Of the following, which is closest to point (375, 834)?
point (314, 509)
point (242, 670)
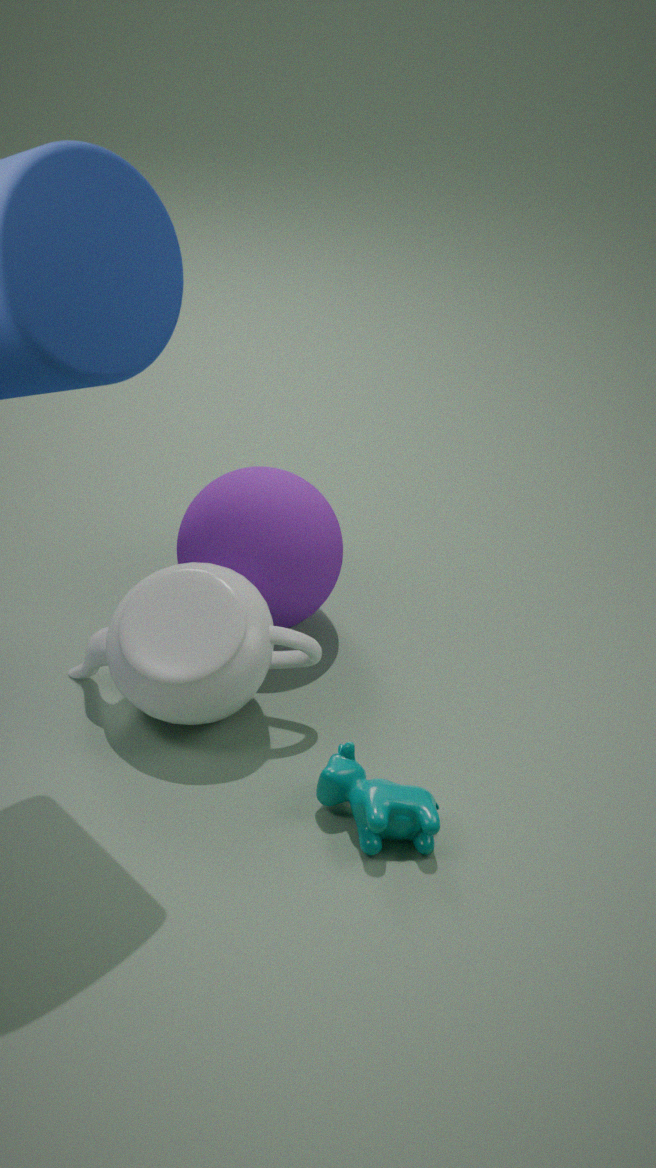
point (242, 670)
